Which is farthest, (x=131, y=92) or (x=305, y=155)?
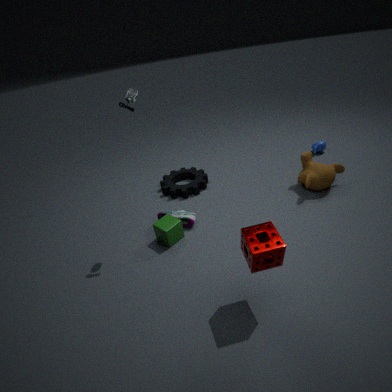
(x=305, y=155)
